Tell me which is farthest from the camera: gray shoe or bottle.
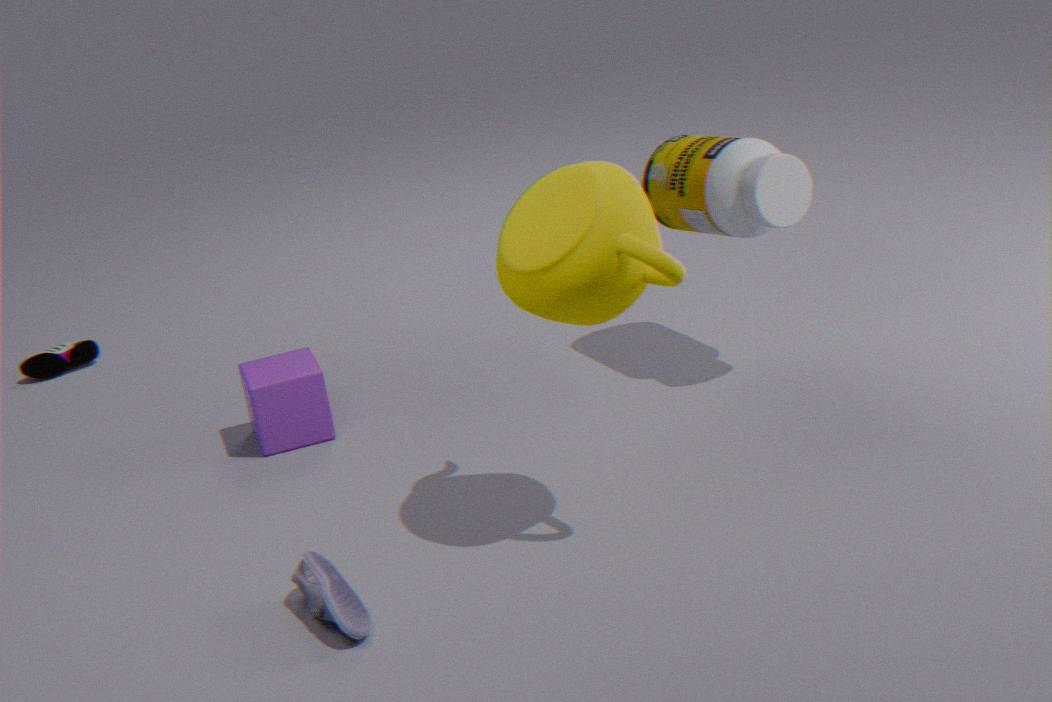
bottle
